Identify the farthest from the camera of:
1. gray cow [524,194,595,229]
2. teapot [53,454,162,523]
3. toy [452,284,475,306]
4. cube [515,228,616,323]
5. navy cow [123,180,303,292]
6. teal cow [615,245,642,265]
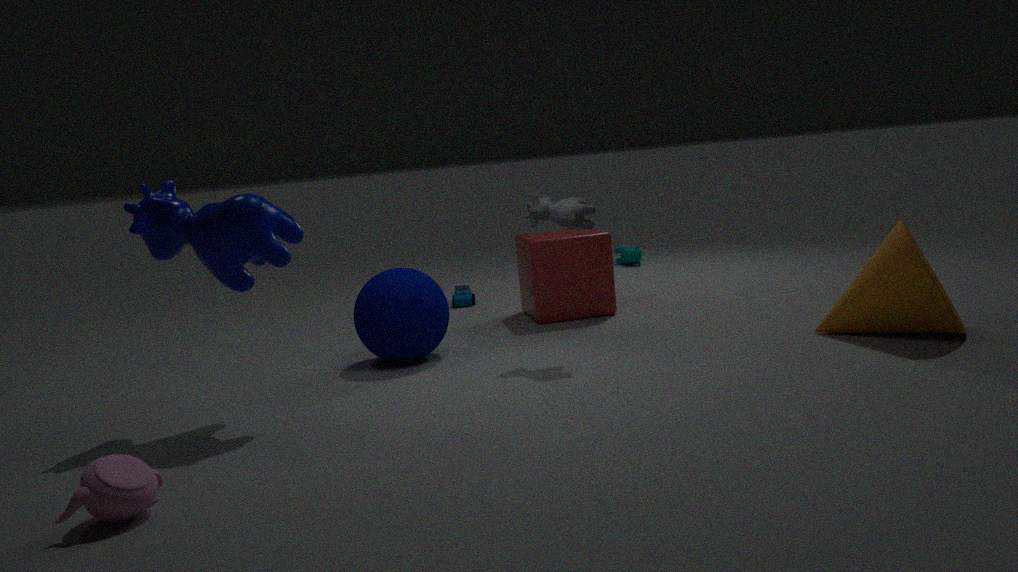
teal cow [615,245,642,265]
